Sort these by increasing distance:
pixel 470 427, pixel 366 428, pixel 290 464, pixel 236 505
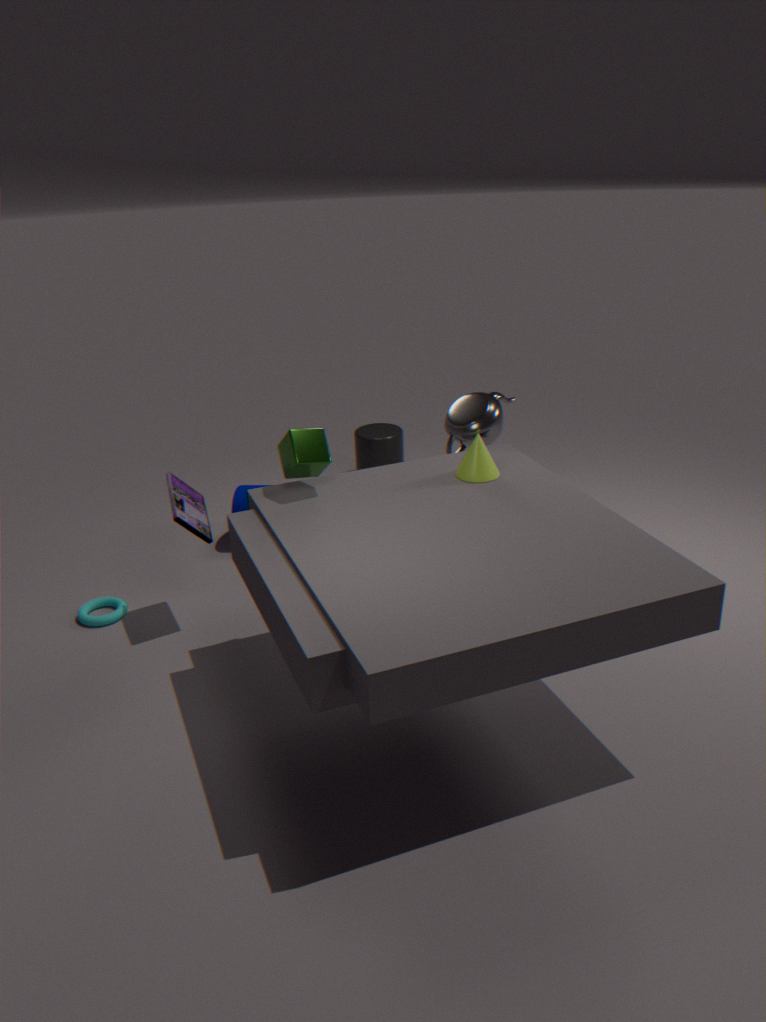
1. pixel 290 464
2. pixel 470 427
3. pixel 236 505
4. pixel 366 428
